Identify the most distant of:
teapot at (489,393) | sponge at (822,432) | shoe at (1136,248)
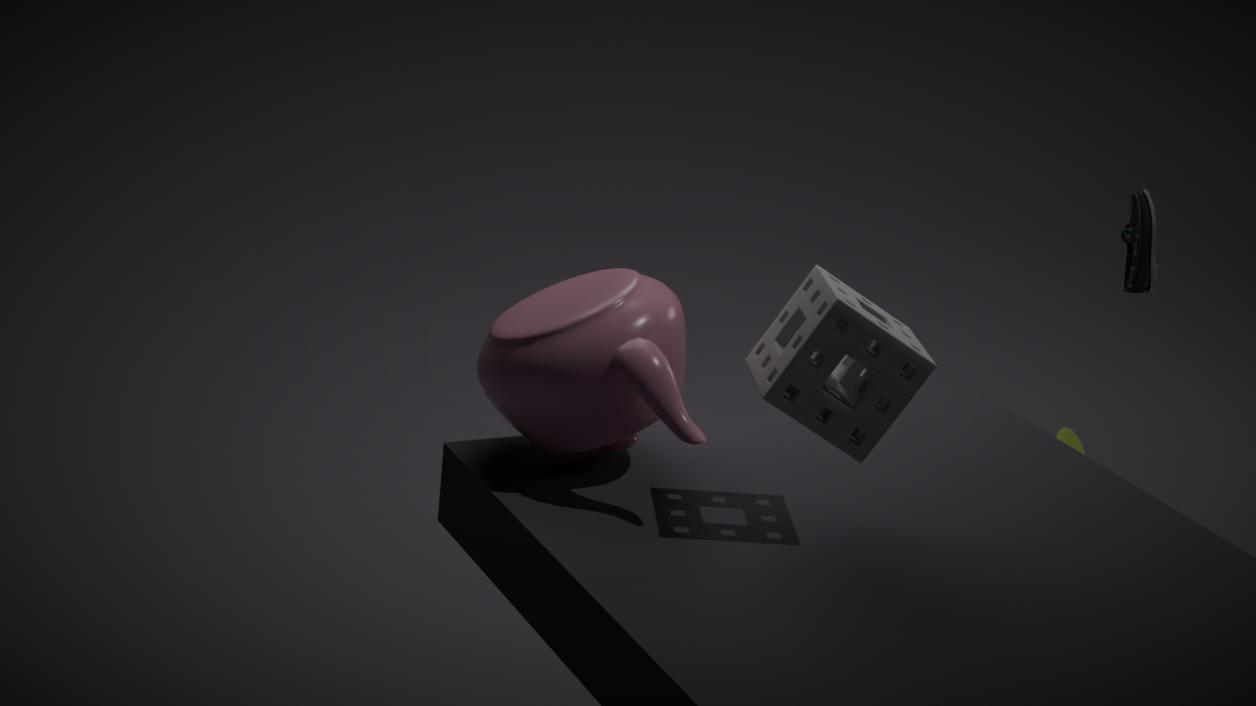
shoe at (1136,248)
